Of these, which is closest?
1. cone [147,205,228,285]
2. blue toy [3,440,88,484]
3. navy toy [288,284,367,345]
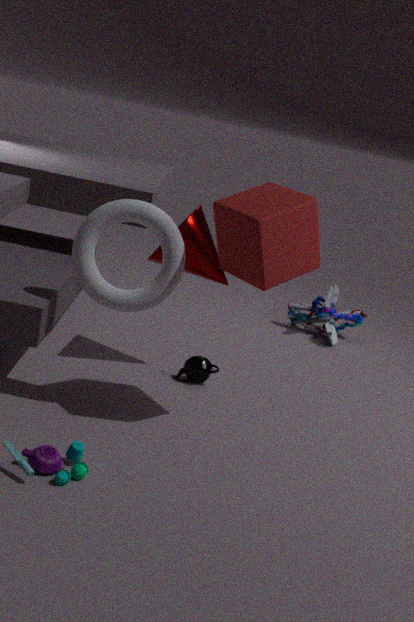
blue toy [3,440,88,484]
